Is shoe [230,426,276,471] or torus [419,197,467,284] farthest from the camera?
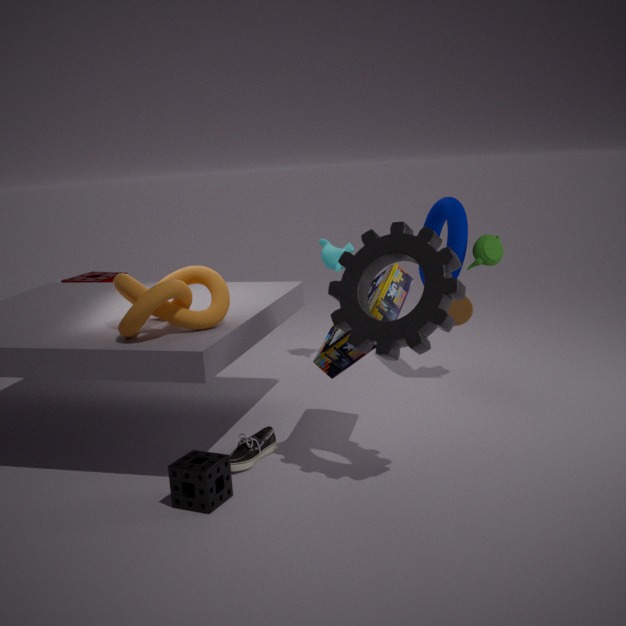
torus [419,197,467,284]
